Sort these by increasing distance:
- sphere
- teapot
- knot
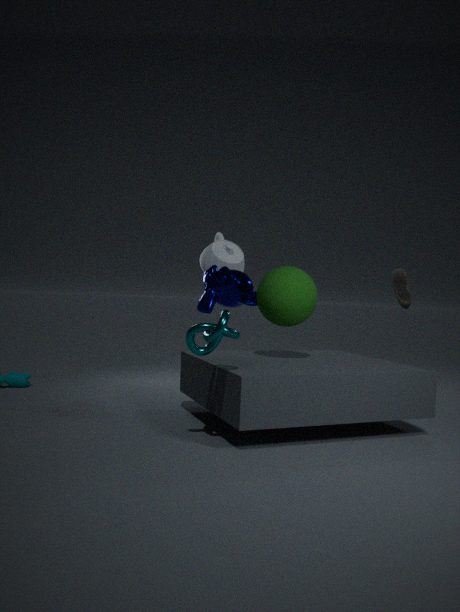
1. knot
2. sphere
3. teapot
